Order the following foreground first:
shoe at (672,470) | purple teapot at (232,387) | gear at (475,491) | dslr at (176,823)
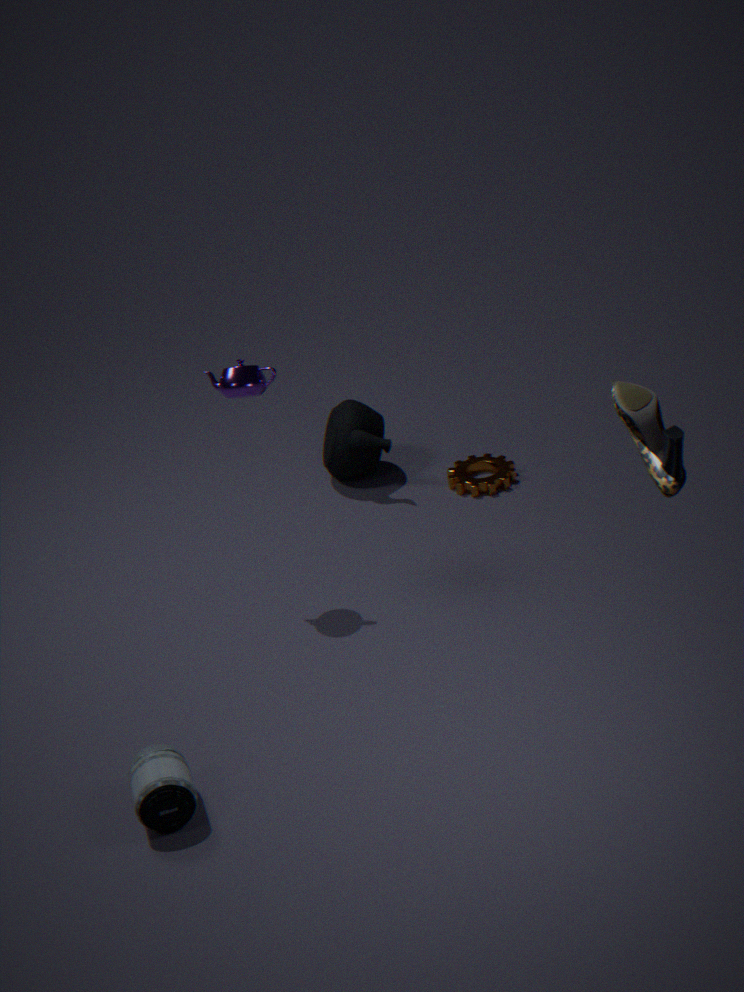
shoe at (672,470) → dslr at (176,823) → purple teapot at (232,387) → gear at (475,491)
